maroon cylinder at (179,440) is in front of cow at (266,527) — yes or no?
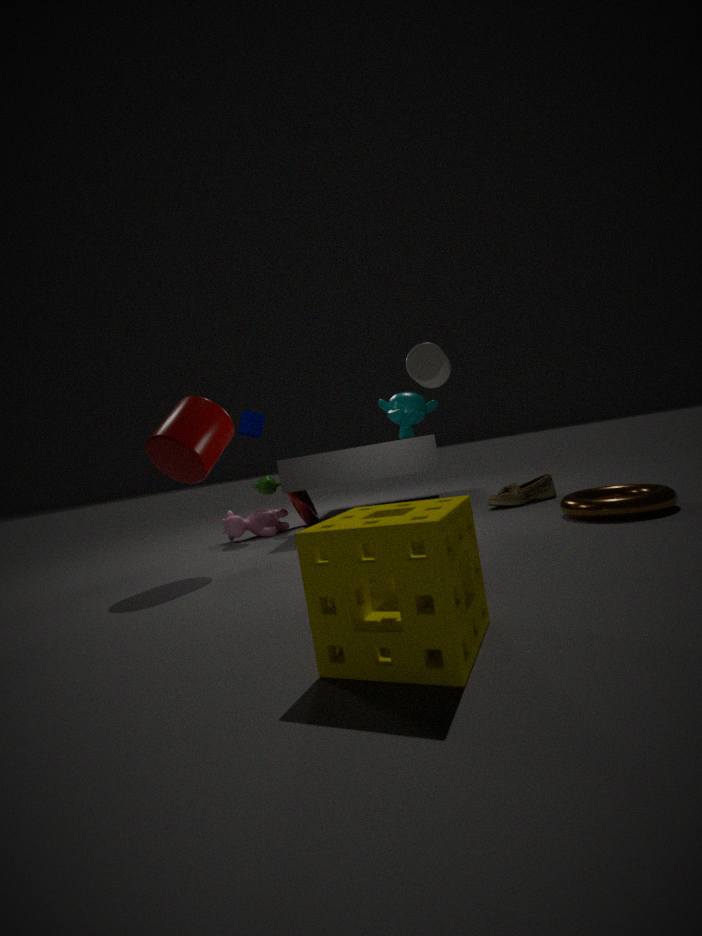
Yes
